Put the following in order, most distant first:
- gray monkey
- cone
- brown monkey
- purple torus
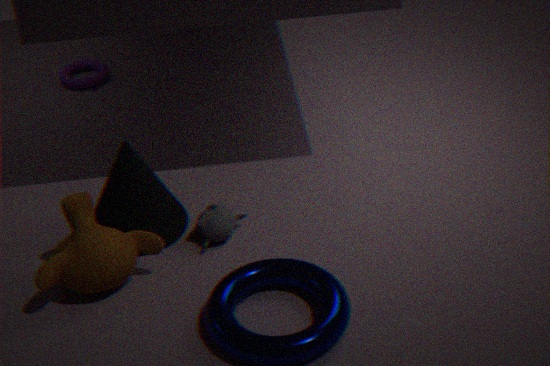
1. purple torus
2. gray monkey
3. cone
4. brown monkey
